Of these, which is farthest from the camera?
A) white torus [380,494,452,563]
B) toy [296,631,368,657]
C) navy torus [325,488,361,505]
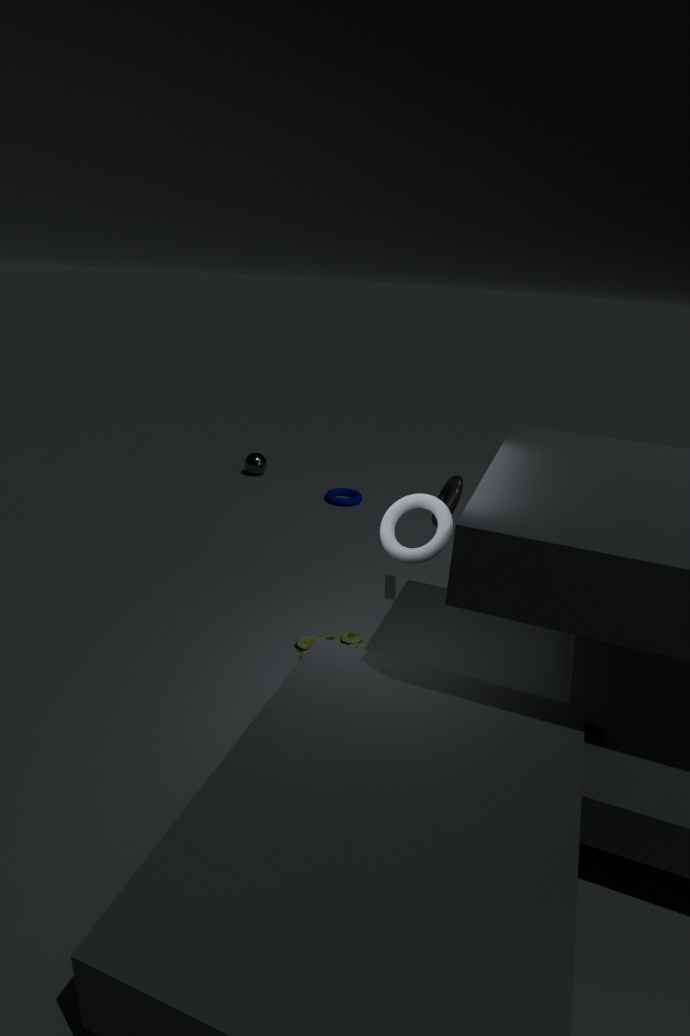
navy torus [325,488,361,505]
